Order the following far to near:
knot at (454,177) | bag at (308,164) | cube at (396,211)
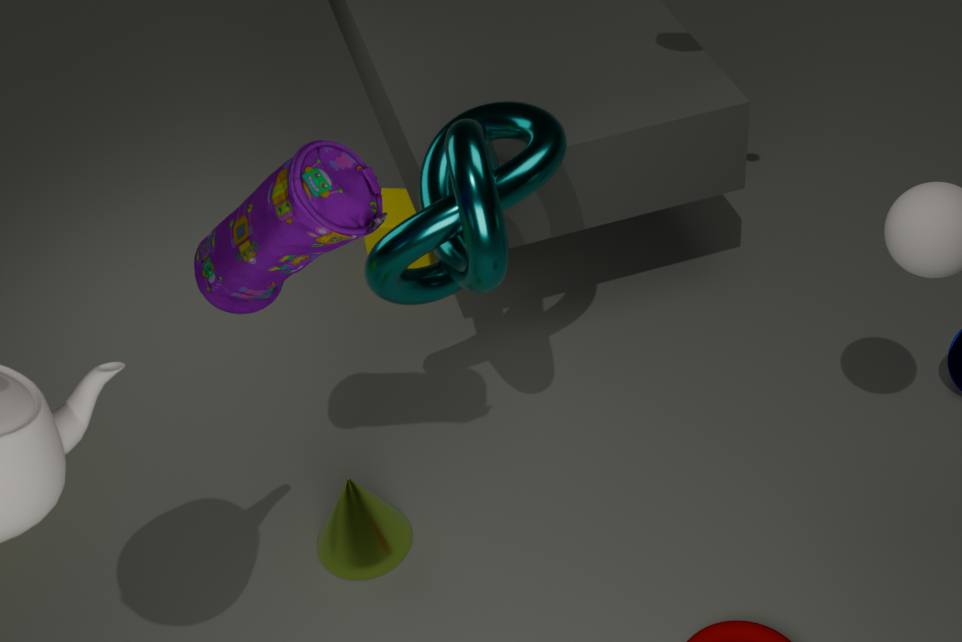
cube at (396,211) < knot at (454,177) < bag at (308,164)
